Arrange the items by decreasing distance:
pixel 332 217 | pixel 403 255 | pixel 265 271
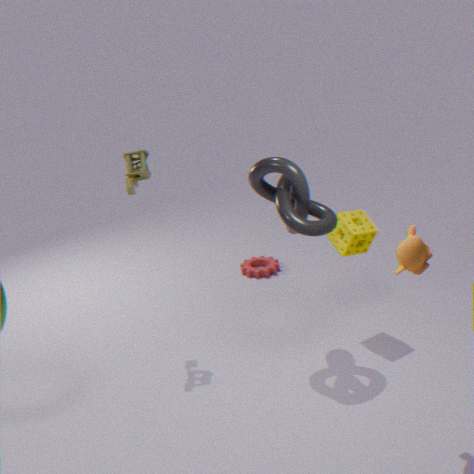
pixel 265 271
pixel 332 217
pixel 403 255
